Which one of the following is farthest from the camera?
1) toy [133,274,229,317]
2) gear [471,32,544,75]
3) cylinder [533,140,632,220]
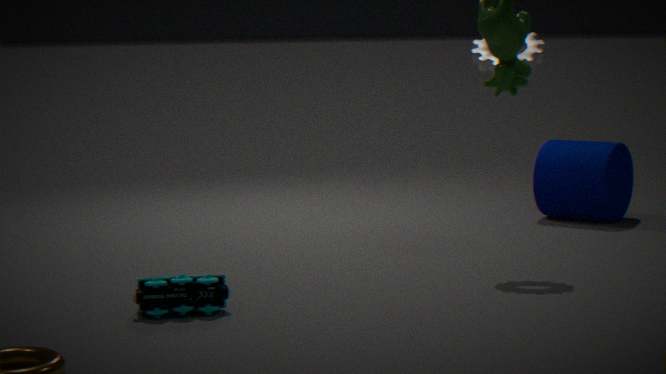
3. cylinder [533,140,632,220]
